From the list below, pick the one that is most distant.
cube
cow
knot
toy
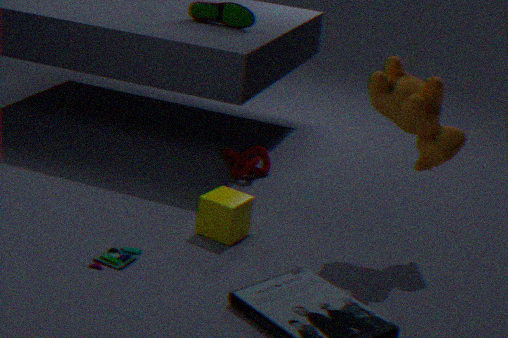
knot
